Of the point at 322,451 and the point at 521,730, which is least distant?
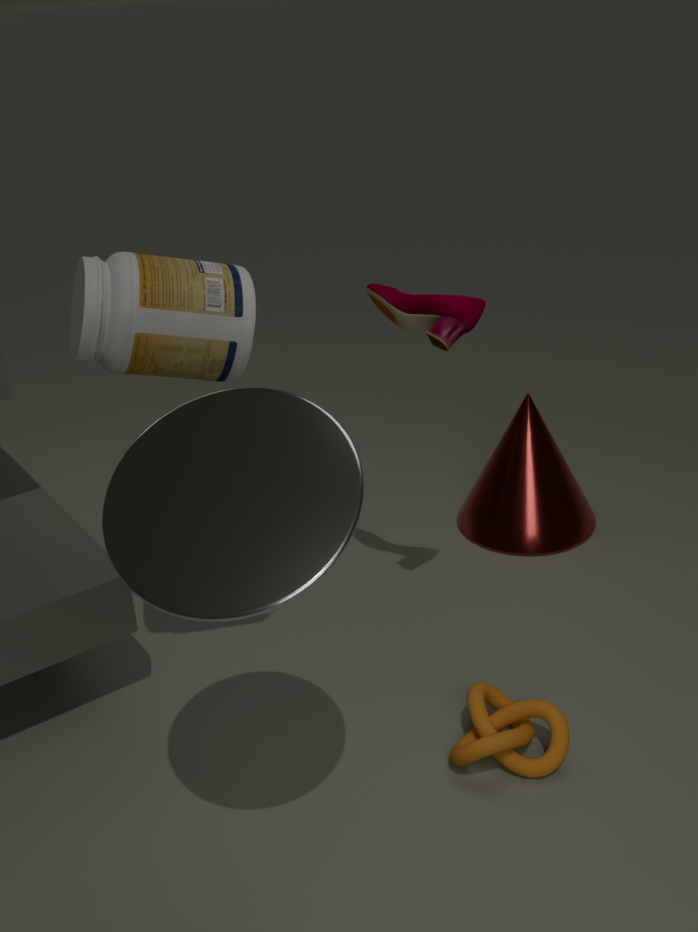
the point at 322,451
